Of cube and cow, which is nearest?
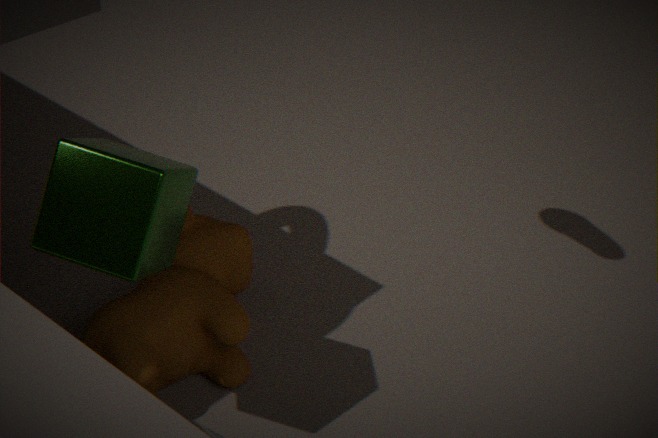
cube
